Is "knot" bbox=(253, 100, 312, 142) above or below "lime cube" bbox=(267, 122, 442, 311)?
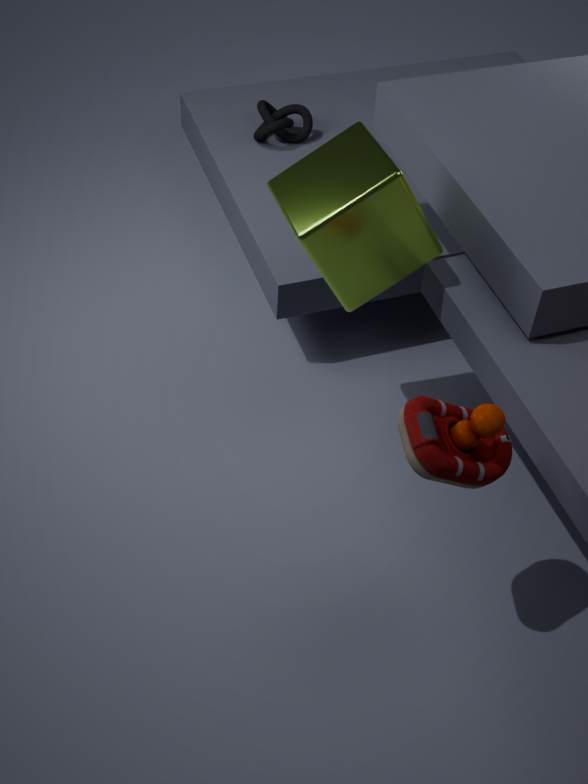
below
